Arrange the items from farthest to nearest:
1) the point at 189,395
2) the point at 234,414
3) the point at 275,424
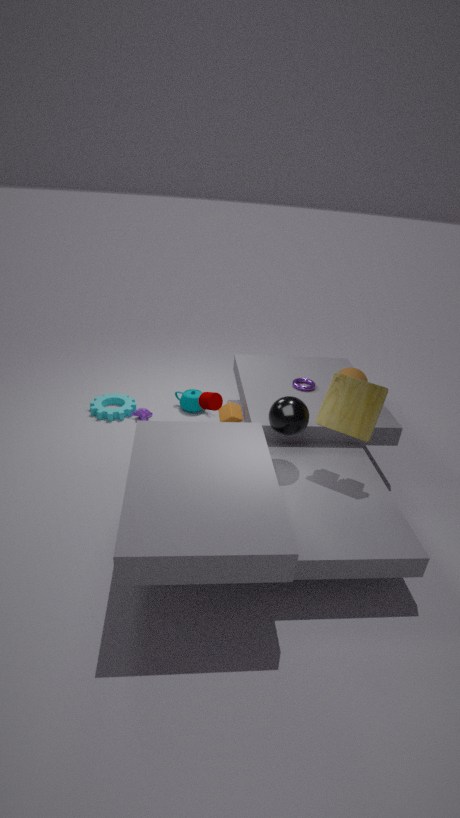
1. the point at 189,395
2. the point at 234,414
3. the point at 275,424
